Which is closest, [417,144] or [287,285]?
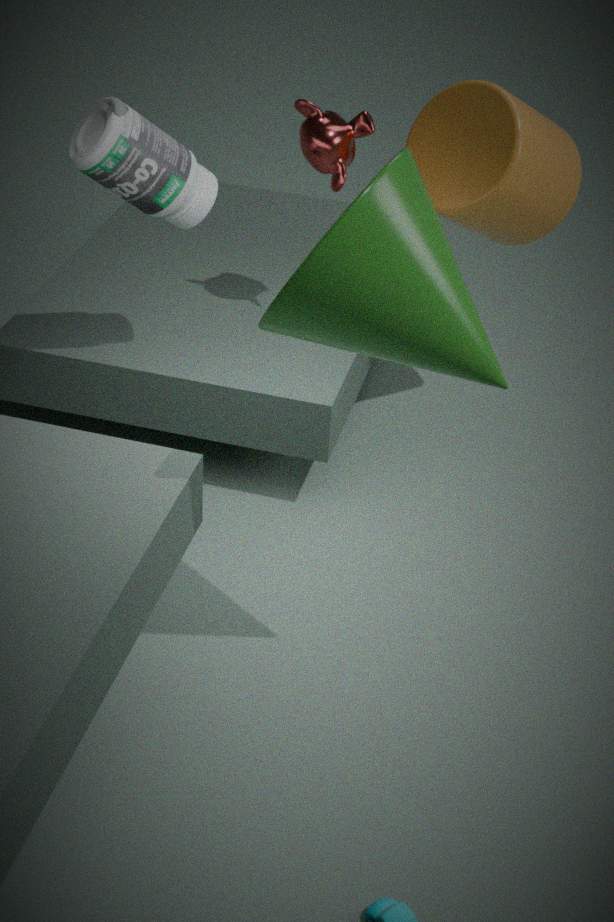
[287,285]
